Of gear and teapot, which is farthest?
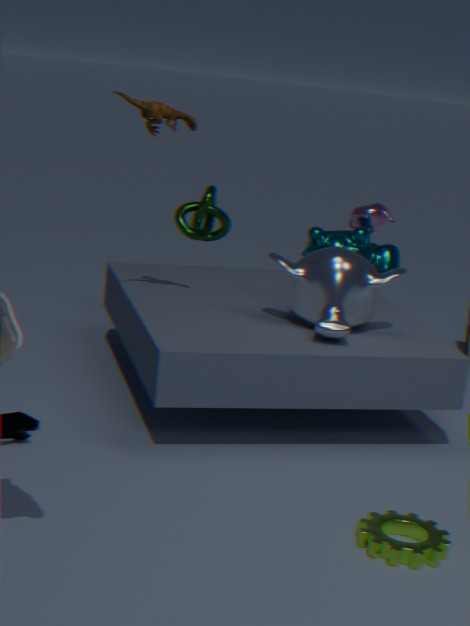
teapot
